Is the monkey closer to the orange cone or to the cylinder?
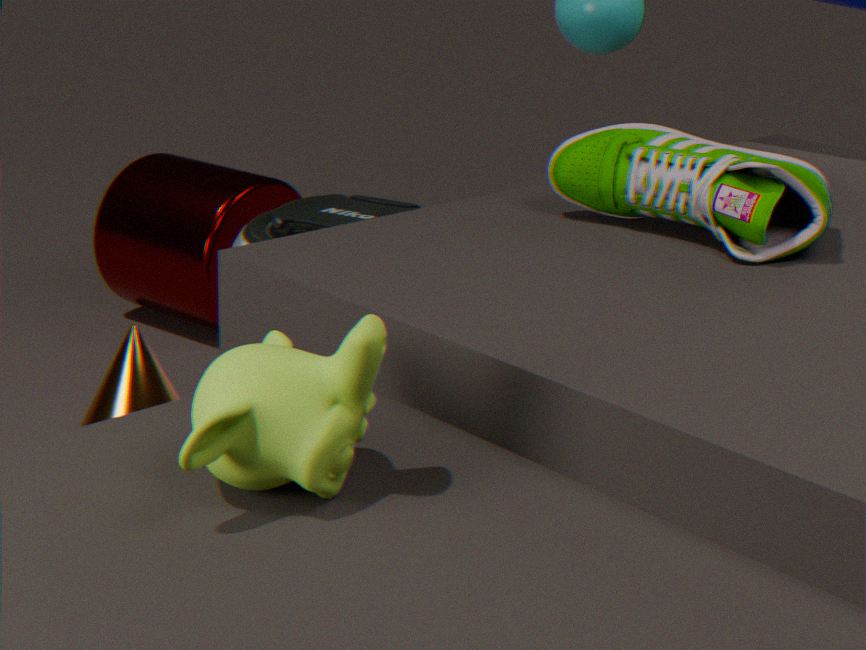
the orange cone
